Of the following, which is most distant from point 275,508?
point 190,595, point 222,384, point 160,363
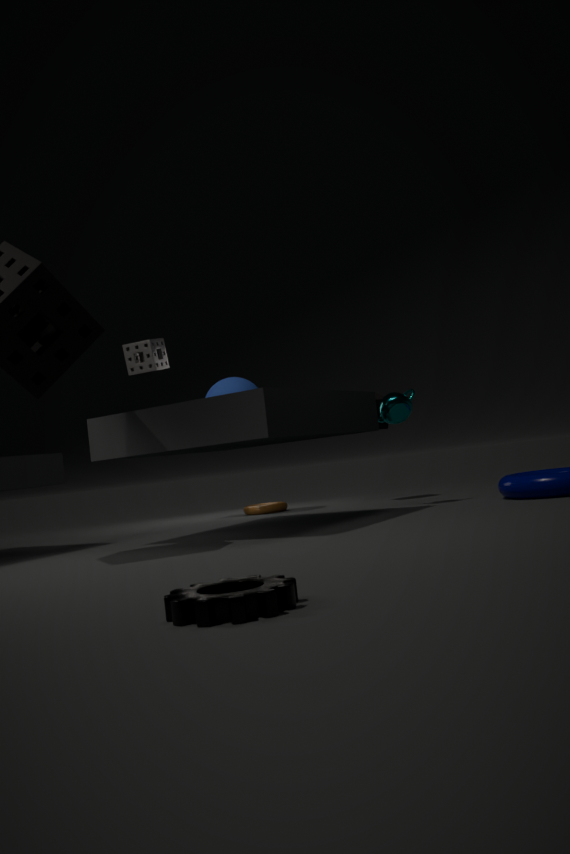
point 190,595
